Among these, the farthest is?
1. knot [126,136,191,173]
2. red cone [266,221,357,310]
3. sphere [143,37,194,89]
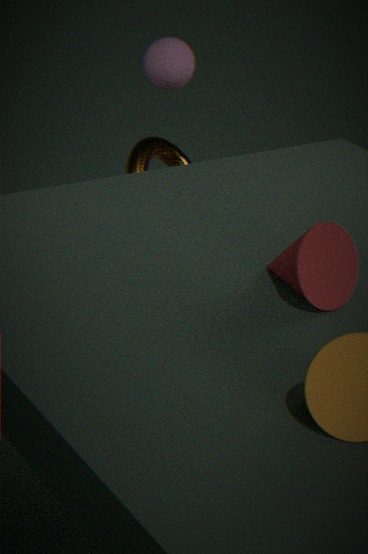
knot [126,136,191,173]
